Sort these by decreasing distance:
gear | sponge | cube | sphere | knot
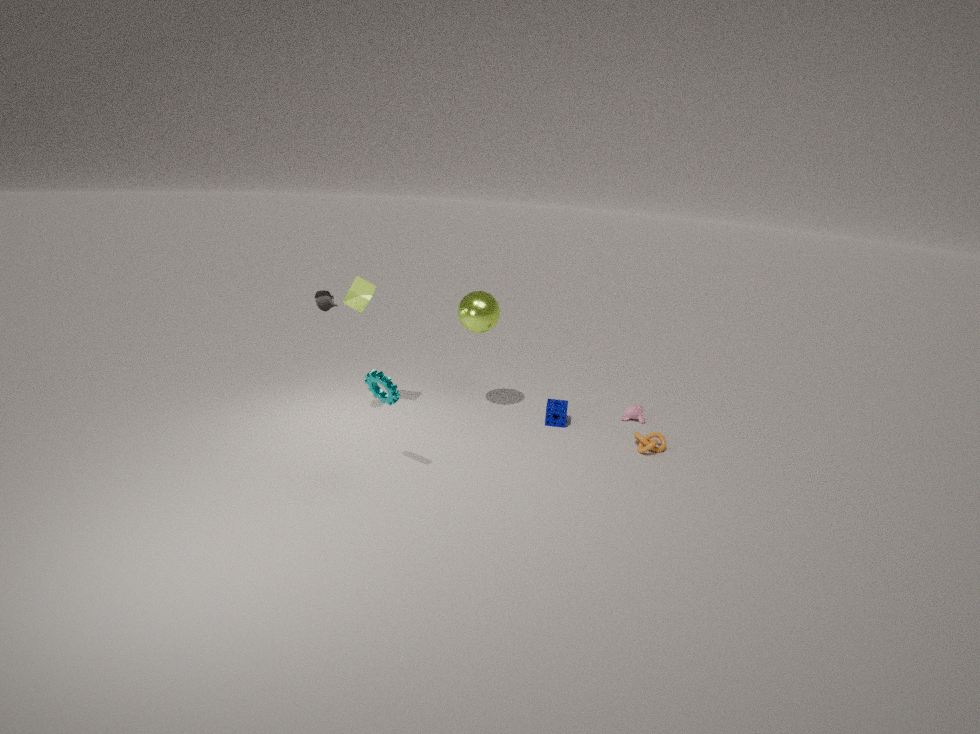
sponge < sphere < knot < cube < gear
